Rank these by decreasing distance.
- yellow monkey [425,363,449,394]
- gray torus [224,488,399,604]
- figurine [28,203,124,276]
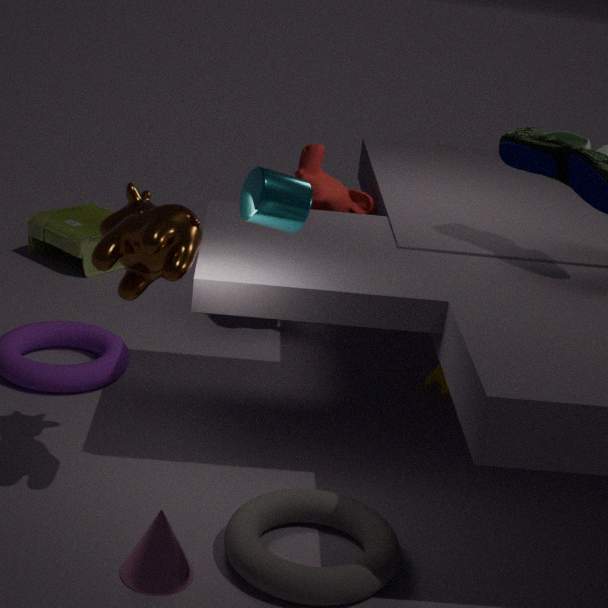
1. figurine [28,203,124,276]
2. yellow monkey [425,363,449,394]
3. gray torus [224,488,399,604]
